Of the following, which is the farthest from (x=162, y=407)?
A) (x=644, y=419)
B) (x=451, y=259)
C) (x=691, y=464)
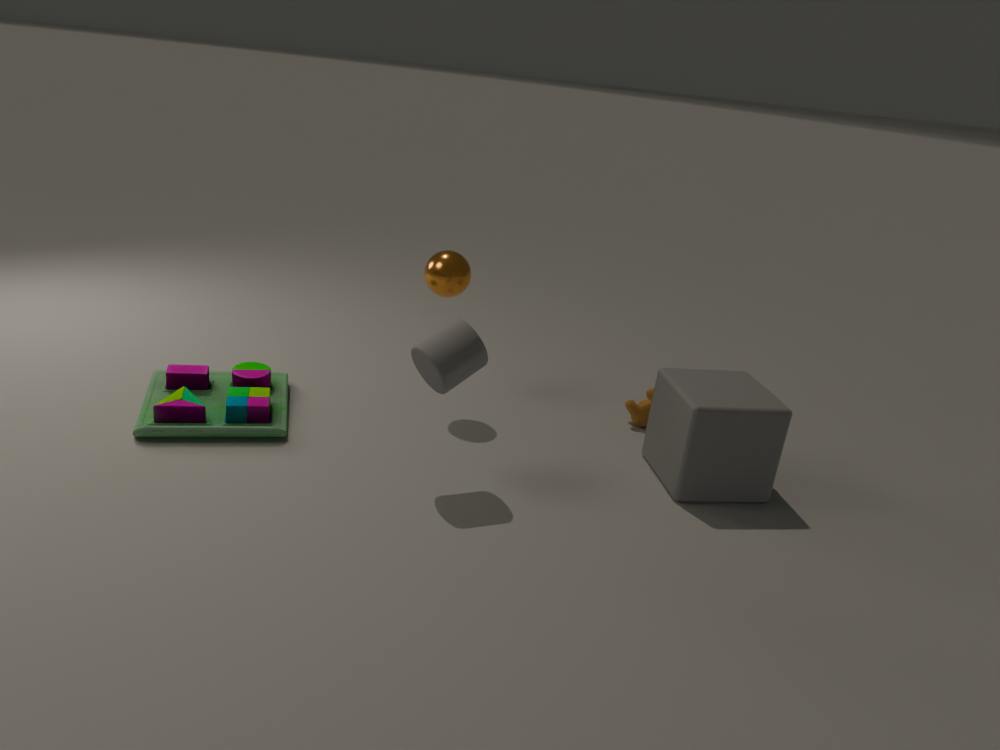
(x=691, y=464)
